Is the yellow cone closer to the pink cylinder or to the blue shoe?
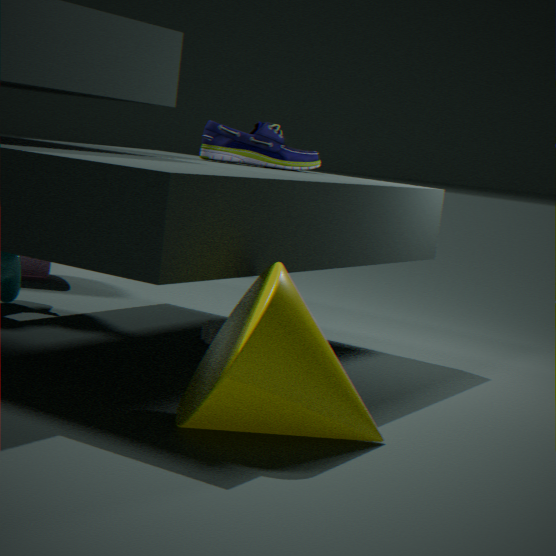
the blue shoe
